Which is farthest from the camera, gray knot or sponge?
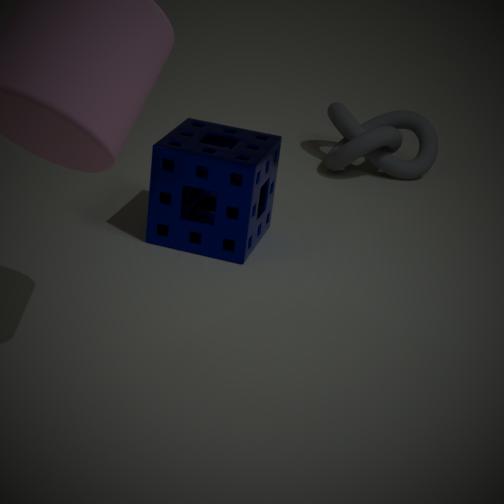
gray knot
